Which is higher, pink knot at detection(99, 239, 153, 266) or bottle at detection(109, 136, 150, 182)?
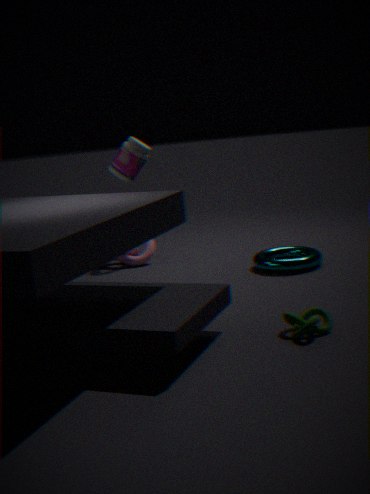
bottle at detection(109, 136, 150, 182)
